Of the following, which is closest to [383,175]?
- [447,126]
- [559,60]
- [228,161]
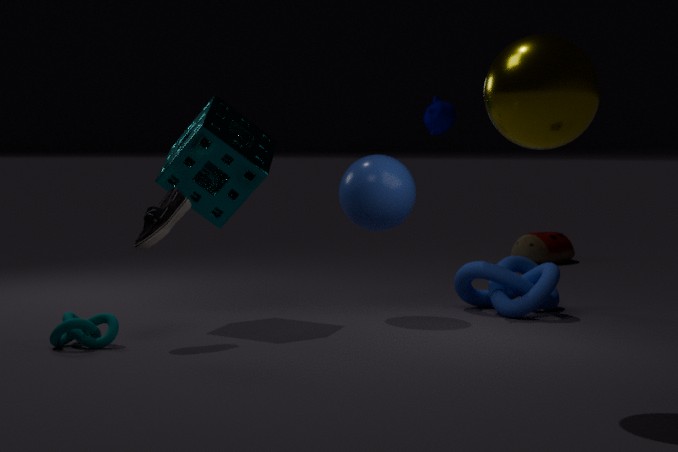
[447,126]
